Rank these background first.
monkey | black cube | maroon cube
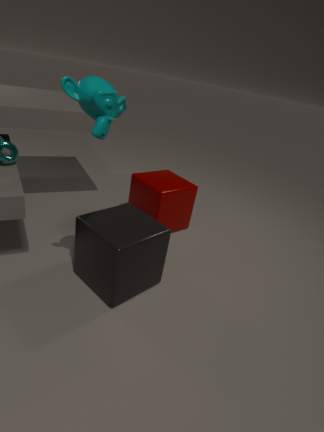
1. maroon cube
2. black cube
3. monkey
